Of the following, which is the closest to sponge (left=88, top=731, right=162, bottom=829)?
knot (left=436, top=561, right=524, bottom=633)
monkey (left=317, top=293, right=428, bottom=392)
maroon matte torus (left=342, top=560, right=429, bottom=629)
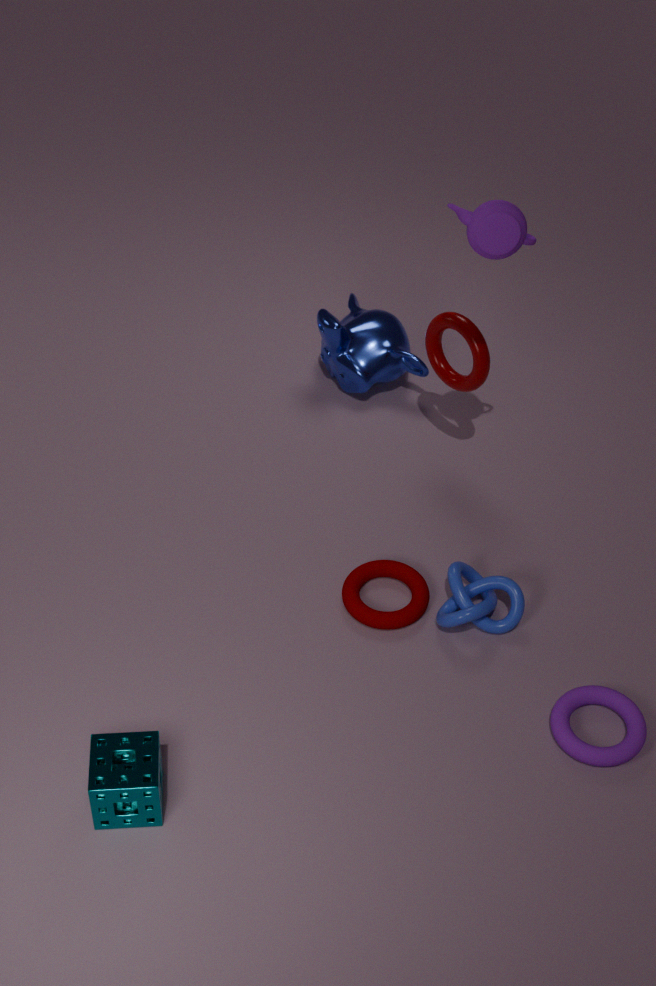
maroon matte torus (left=342, top=560, right=429, bottom=629)
